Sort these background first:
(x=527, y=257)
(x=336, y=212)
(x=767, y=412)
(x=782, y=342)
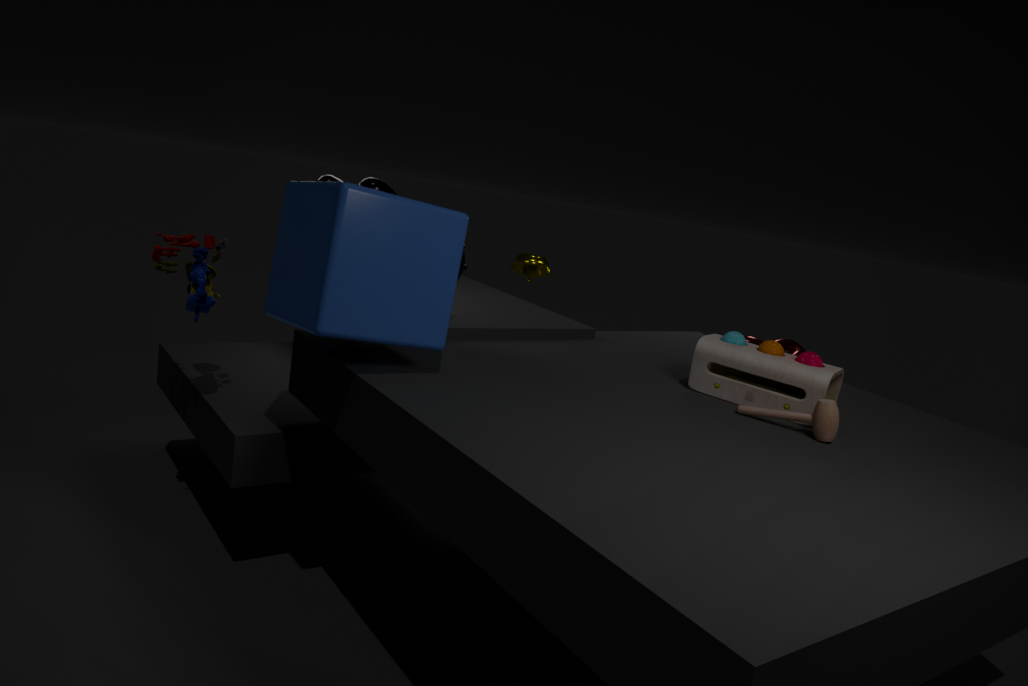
(x=527, y=257) → (x=782, y=342) → (x=767, y=412) → (x=336, y=212)
